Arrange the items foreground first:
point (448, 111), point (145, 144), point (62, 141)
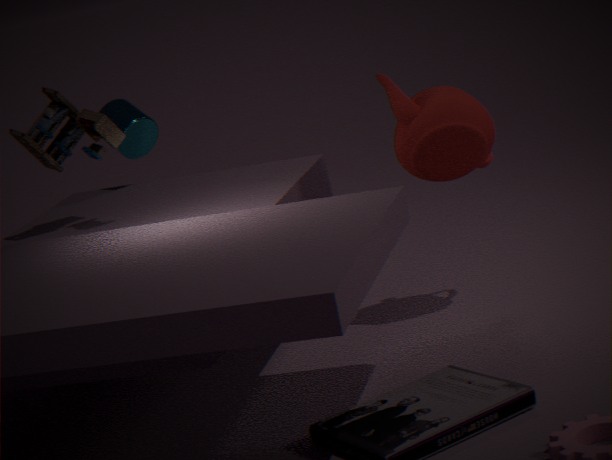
point (448, 111)
point (62, 141)
point (145, 144)
